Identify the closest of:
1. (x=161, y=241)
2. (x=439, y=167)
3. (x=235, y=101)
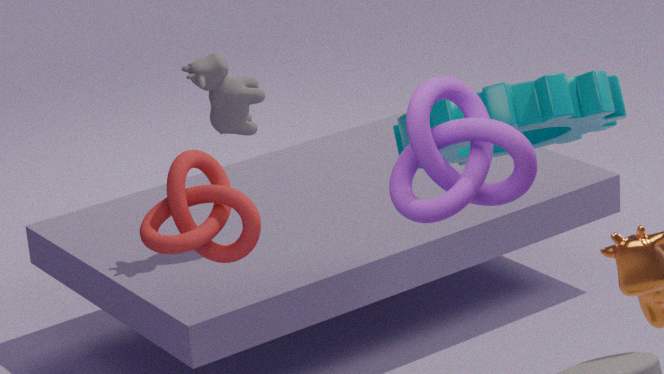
(x=439, y=167)
